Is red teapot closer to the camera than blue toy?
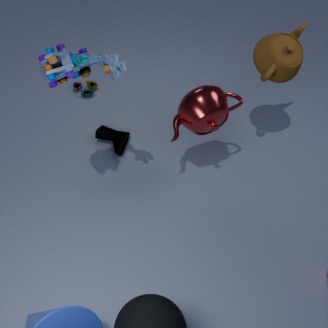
No
